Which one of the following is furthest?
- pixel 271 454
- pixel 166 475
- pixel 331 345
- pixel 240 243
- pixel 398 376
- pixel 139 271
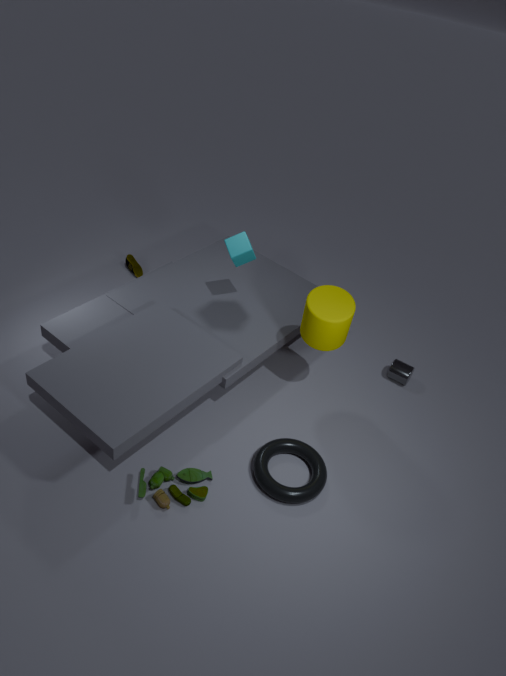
pixel 139 271
